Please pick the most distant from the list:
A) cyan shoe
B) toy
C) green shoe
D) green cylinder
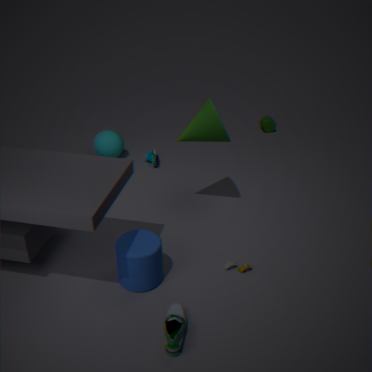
green cylinder
